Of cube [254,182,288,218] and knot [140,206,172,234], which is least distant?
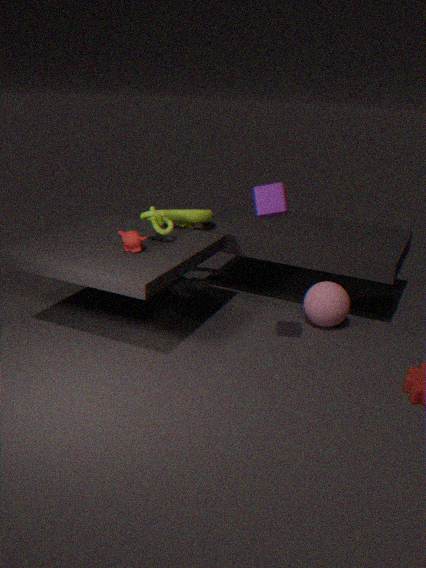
cube [254,182,288,218]
